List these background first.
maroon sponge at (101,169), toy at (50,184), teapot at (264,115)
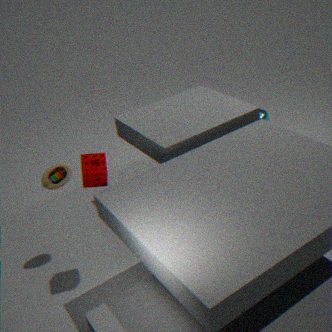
teapot at (264,115), toy at (50,184), maroon sponge at (101,169)
